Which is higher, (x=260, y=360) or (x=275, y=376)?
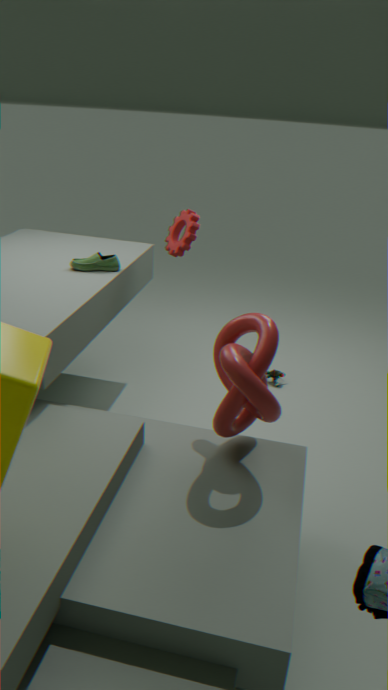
(x=260, y=360)
